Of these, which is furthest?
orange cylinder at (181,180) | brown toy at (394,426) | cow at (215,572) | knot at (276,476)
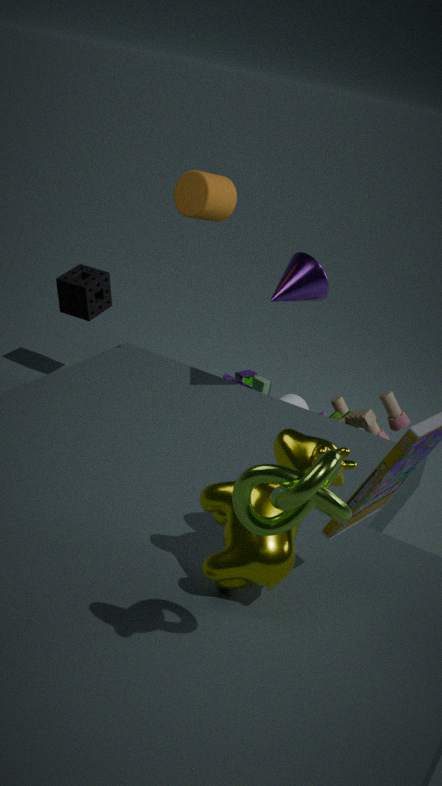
brown toy at (394,426)
